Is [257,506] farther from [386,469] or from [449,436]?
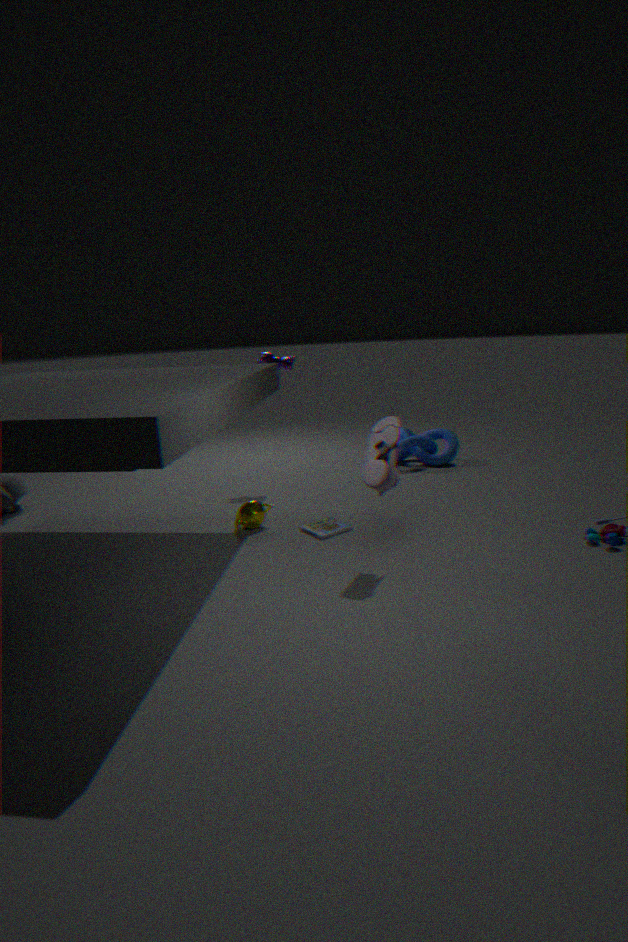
[449,436]
